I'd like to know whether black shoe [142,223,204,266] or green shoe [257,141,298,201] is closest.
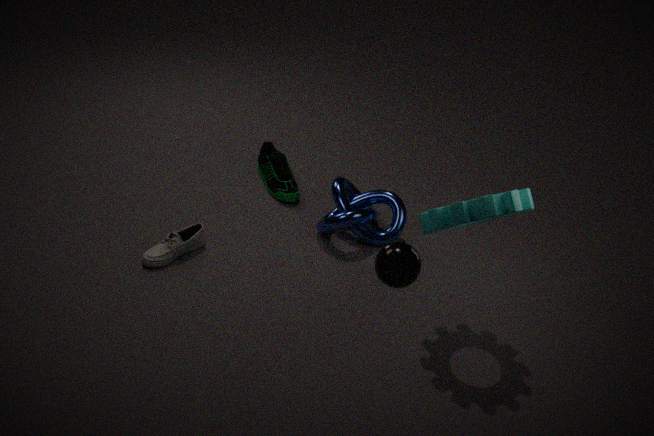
black shoe [142,223,204,266]
